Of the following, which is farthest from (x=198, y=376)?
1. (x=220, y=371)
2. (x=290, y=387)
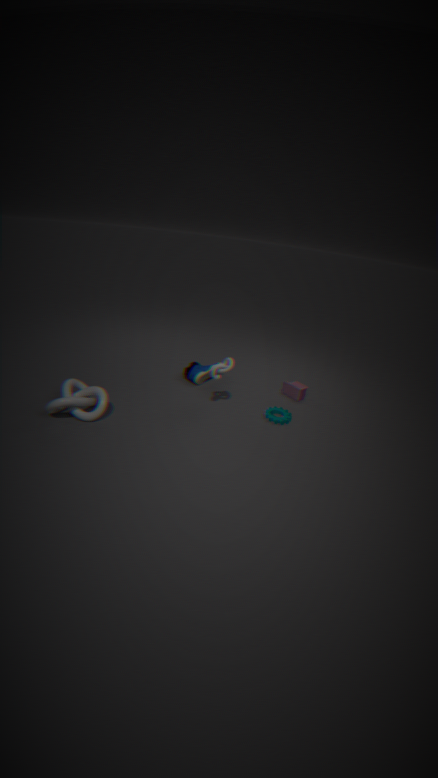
(x=290, y=387)
